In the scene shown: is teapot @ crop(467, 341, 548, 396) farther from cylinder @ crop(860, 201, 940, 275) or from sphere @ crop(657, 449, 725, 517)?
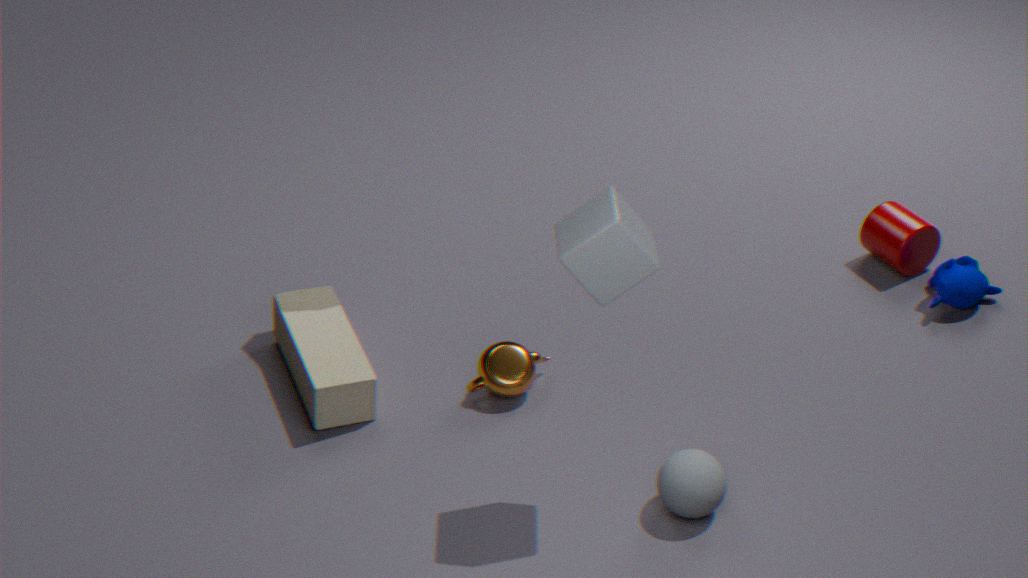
cylinder @ crop(860, 201, 940, 275)
